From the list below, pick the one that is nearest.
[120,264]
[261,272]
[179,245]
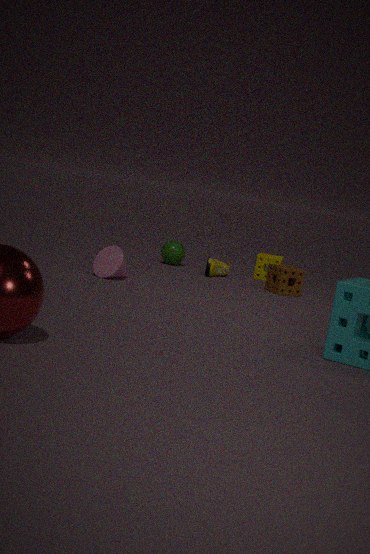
[120,264]
